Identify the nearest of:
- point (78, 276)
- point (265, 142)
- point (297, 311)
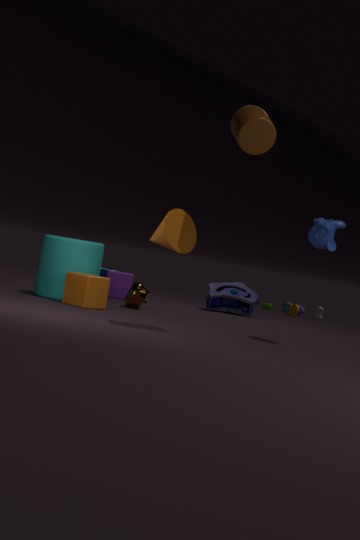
point (265, 142)
